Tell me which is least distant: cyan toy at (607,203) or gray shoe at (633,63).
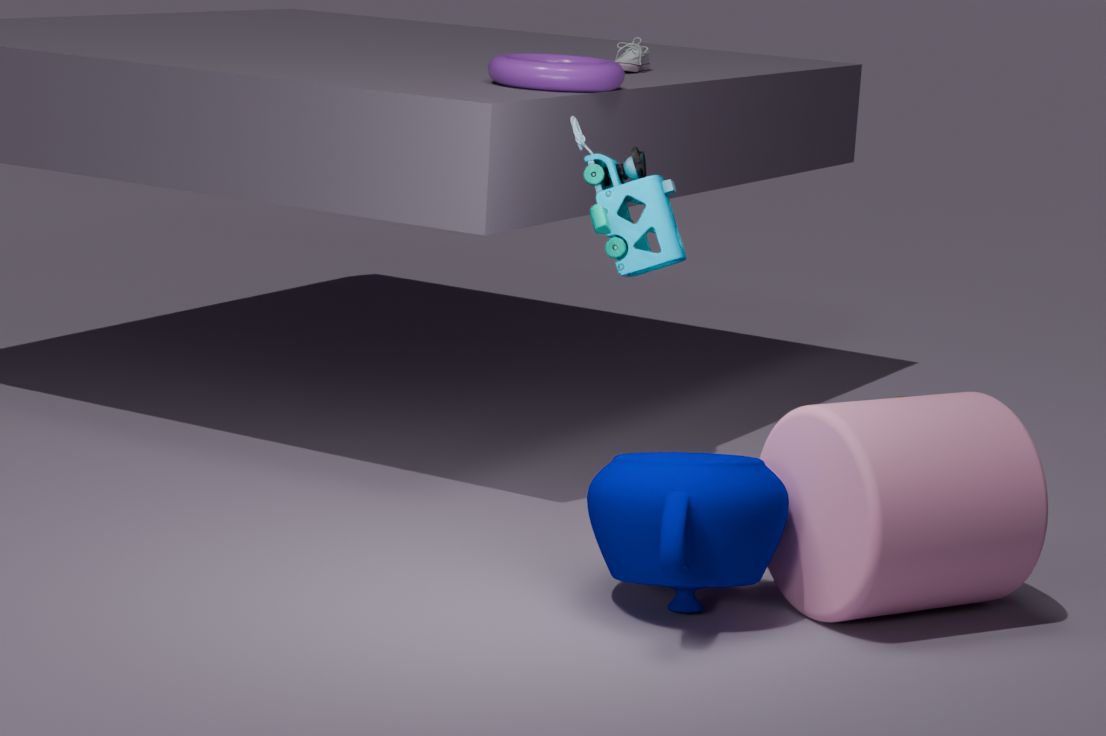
cyan toy at (607,203)
